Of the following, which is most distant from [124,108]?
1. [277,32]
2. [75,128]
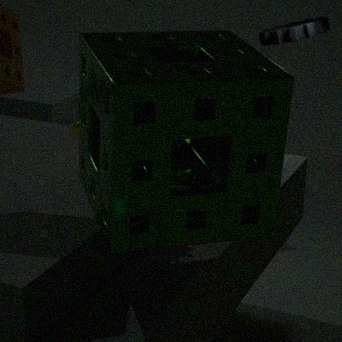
[277,32]
